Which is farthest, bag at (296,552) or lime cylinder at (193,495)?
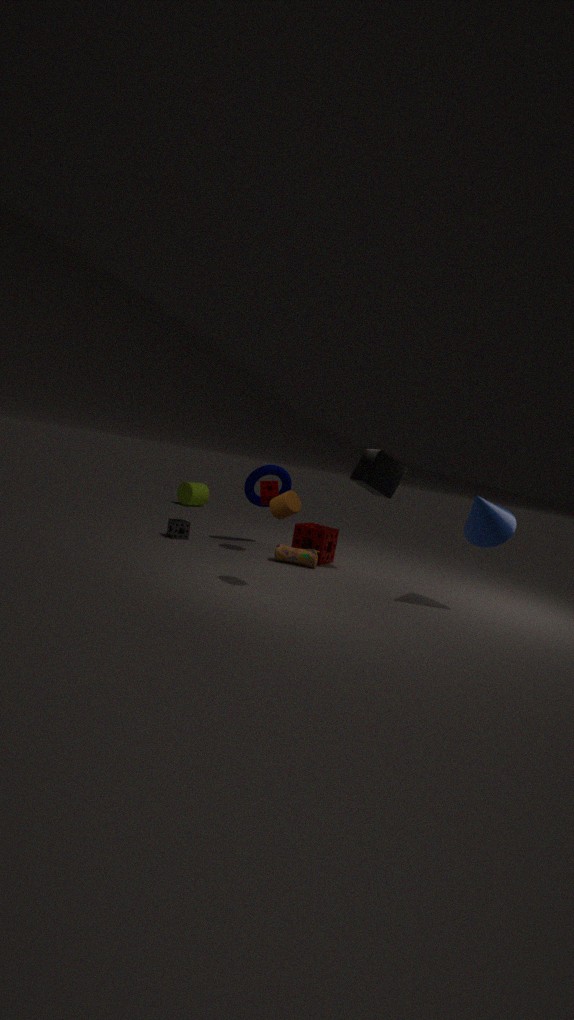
lime cylinder at (193,495)
